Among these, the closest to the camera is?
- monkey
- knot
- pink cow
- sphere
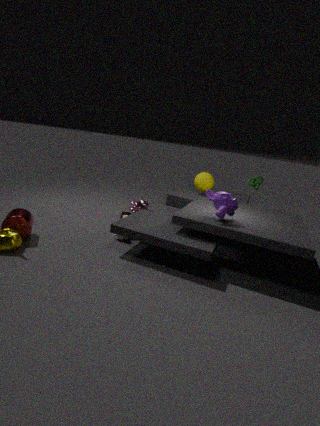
monkey
